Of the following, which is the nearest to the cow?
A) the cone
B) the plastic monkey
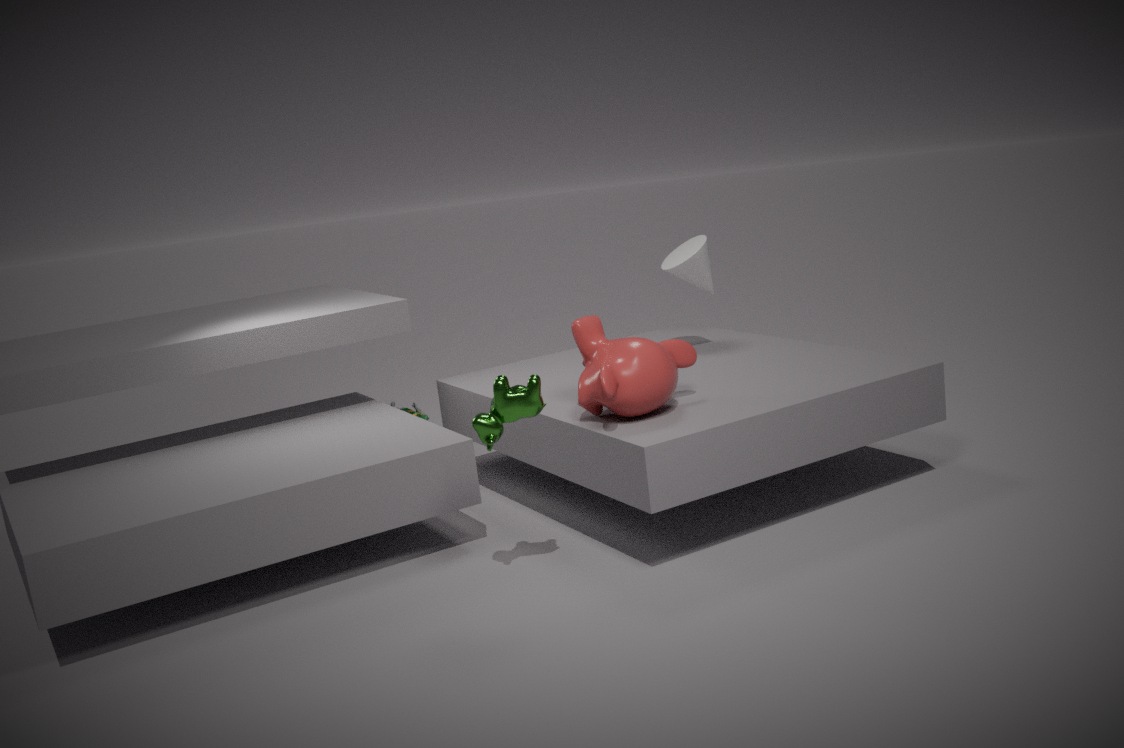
the plastic monkey
